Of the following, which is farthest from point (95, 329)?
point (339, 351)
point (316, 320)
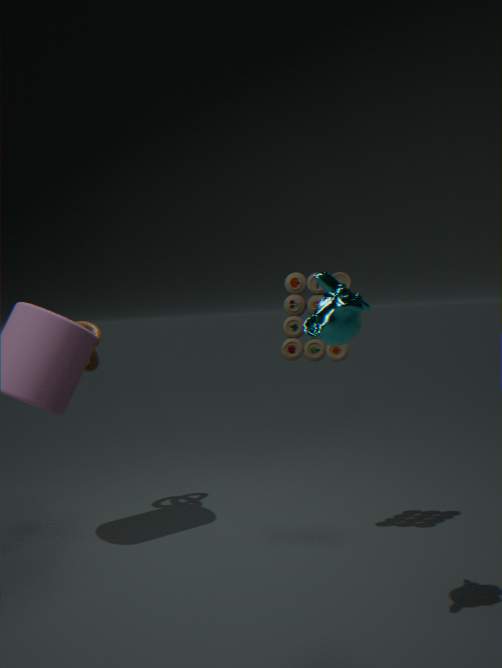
point (316, 320)
